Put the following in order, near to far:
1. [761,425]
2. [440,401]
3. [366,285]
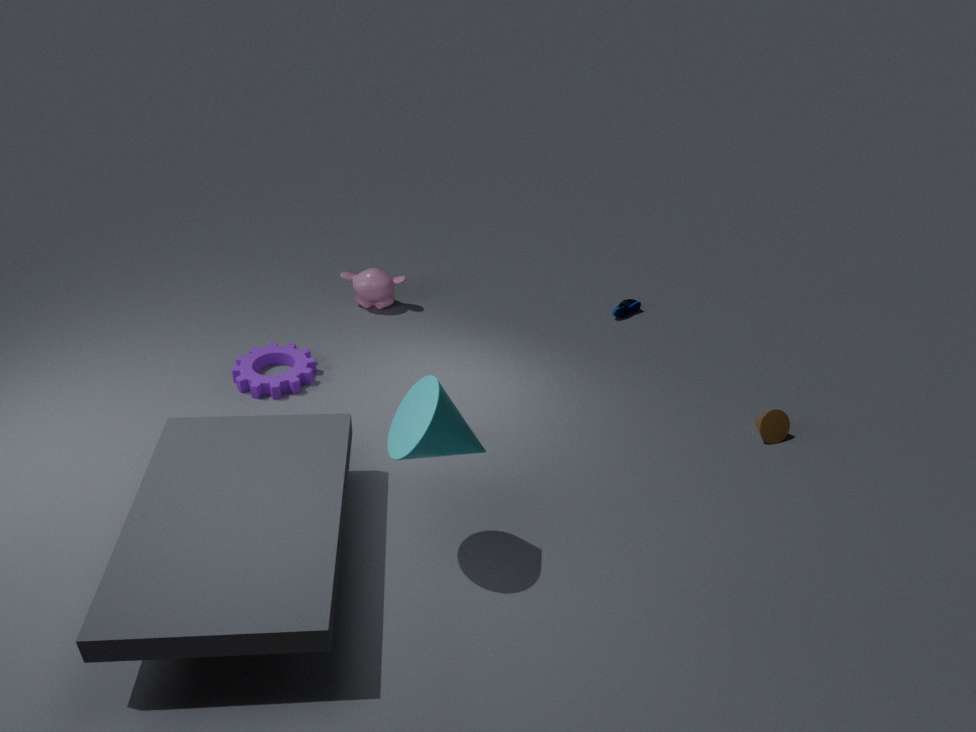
[440,401] → [761,425] → [366,285]
